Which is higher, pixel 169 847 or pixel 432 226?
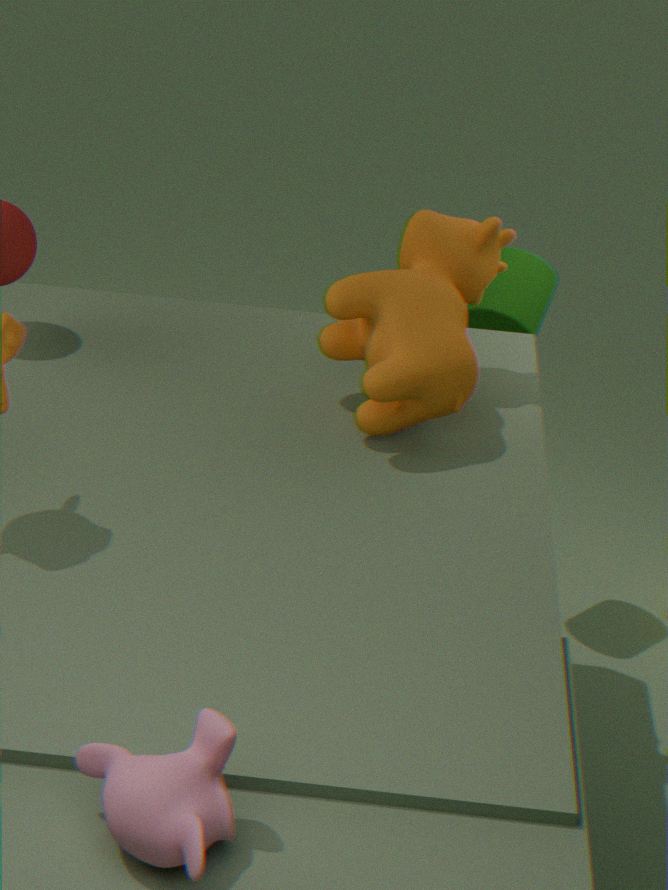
pixel 432 226
